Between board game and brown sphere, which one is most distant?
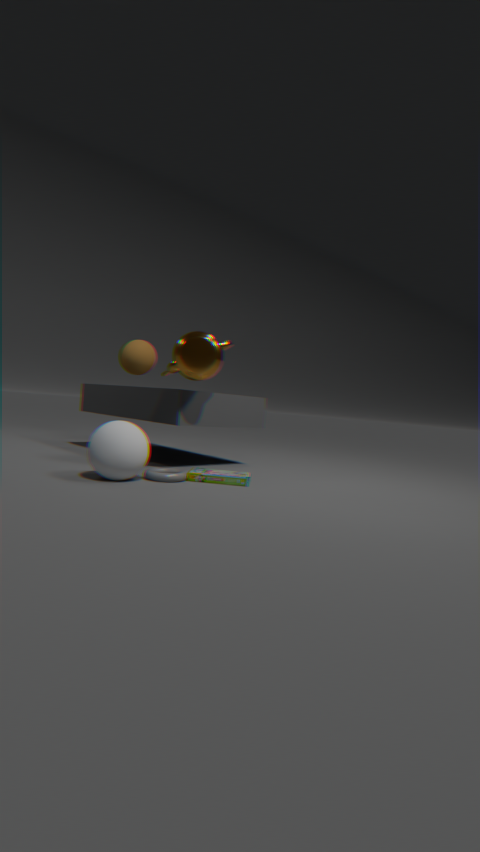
brown sphere
